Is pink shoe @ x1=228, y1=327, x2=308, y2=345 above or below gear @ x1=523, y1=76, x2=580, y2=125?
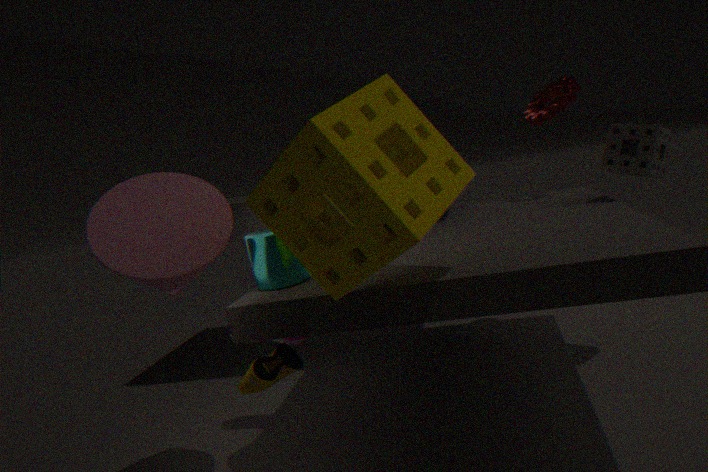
below
